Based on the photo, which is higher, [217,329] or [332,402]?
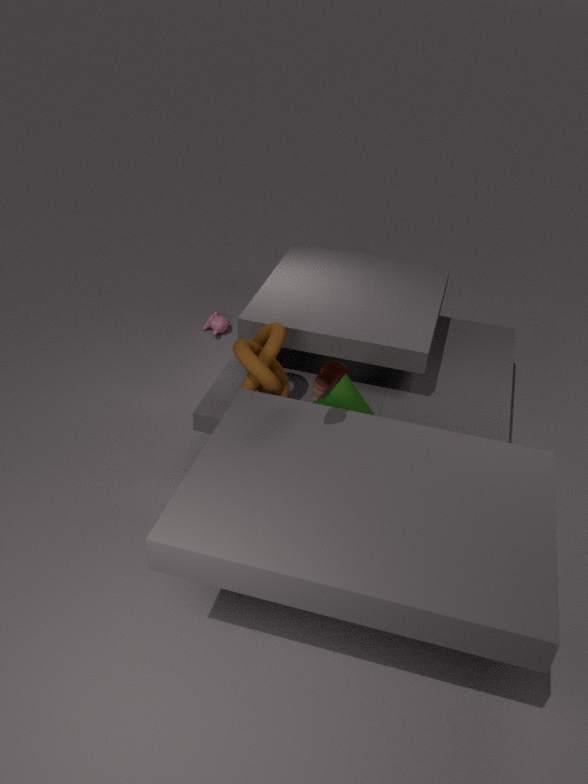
[332,402]
